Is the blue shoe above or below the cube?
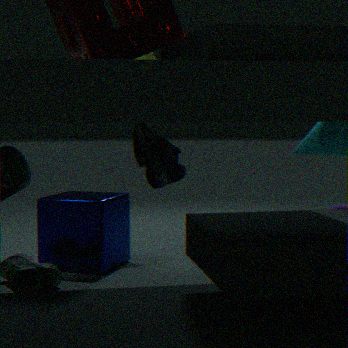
above
